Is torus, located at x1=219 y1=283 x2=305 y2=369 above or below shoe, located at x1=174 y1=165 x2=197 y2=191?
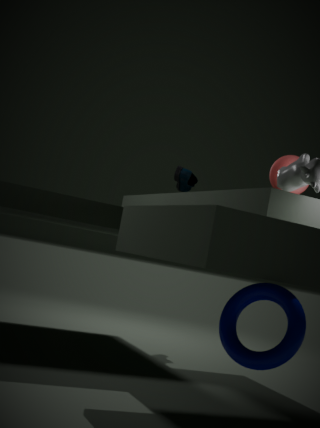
below
